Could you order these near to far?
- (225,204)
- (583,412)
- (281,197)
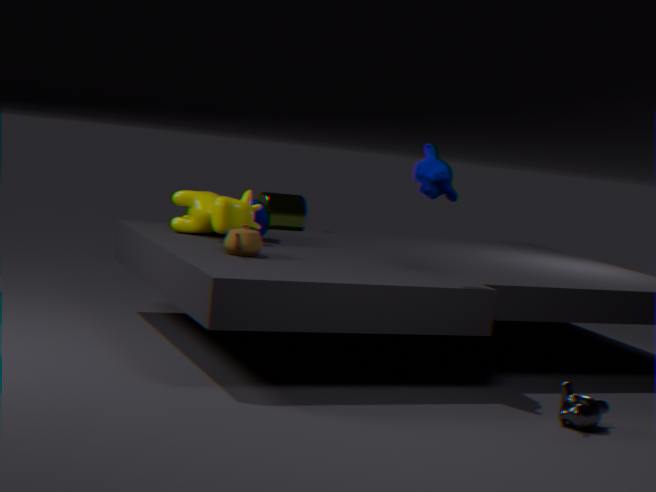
1. (583,412)
2. (225,204)
3. (281,197)
